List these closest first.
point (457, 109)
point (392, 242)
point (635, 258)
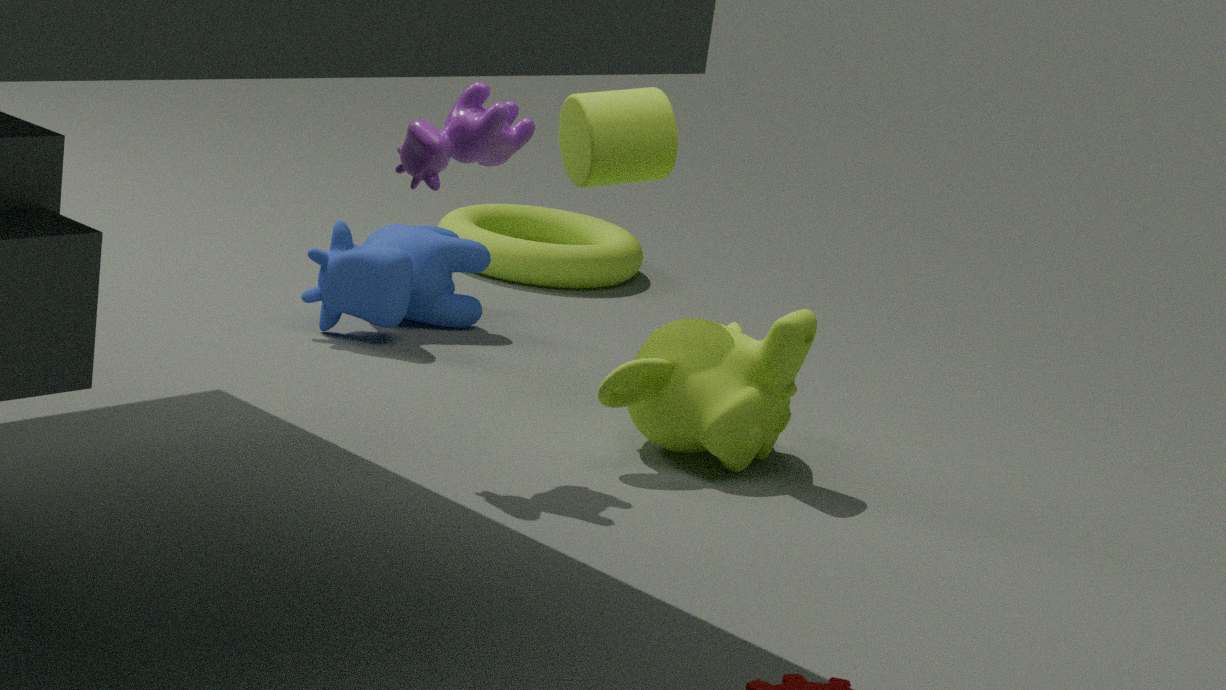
point (457, 109), point (392, 242), point (635, 258)
